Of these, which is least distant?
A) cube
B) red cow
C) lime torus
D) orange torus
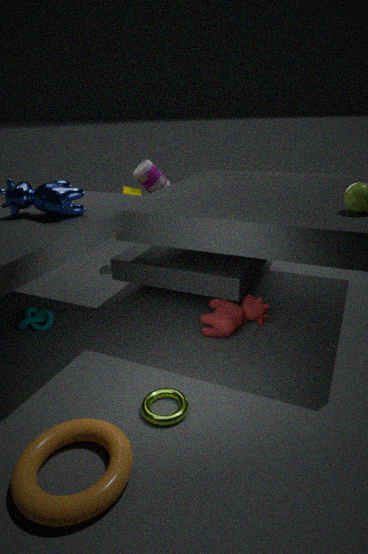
orange torus
